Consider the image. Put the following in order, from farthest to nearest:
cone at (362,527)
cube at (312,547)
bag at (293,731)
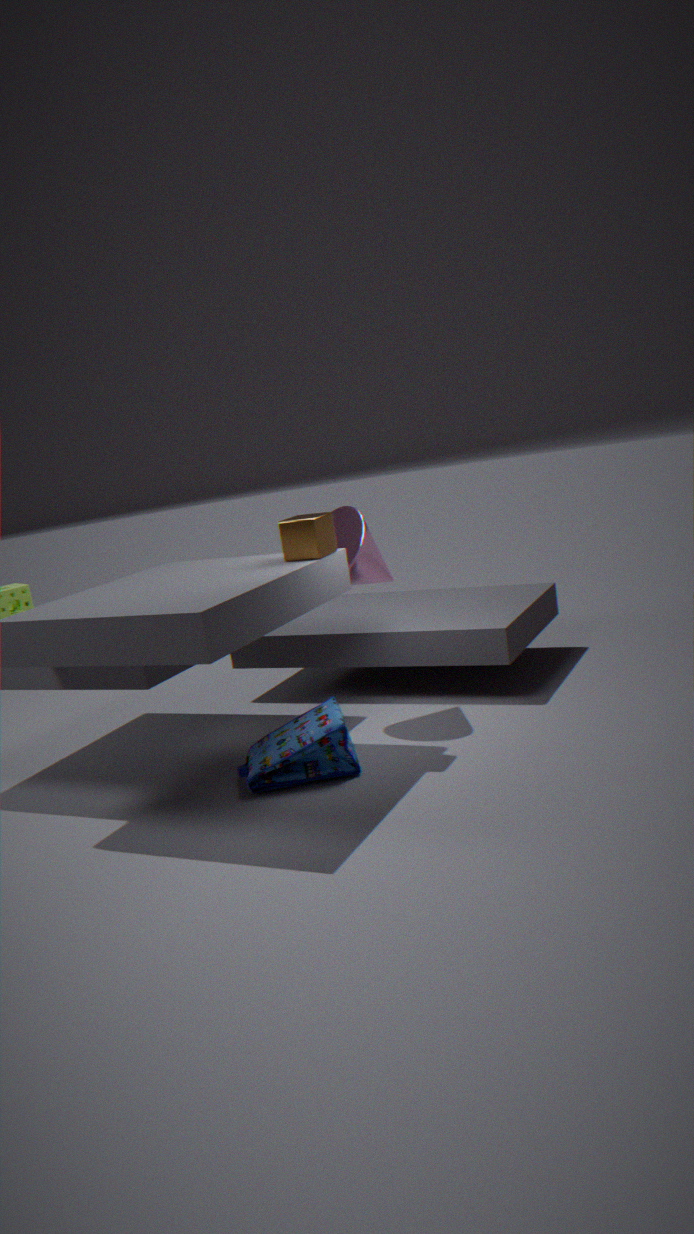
cone at (362,527) < cube at (312,547) < bag at (293,731)
